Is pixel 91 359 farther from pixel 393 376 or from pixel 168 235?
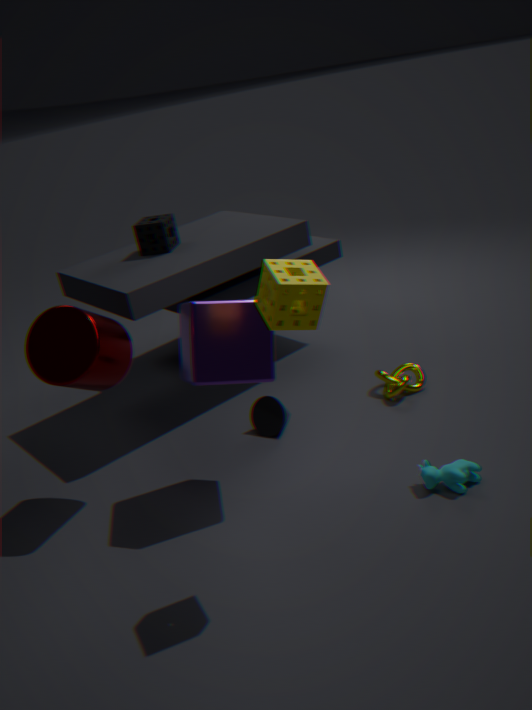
pixel 393 376
